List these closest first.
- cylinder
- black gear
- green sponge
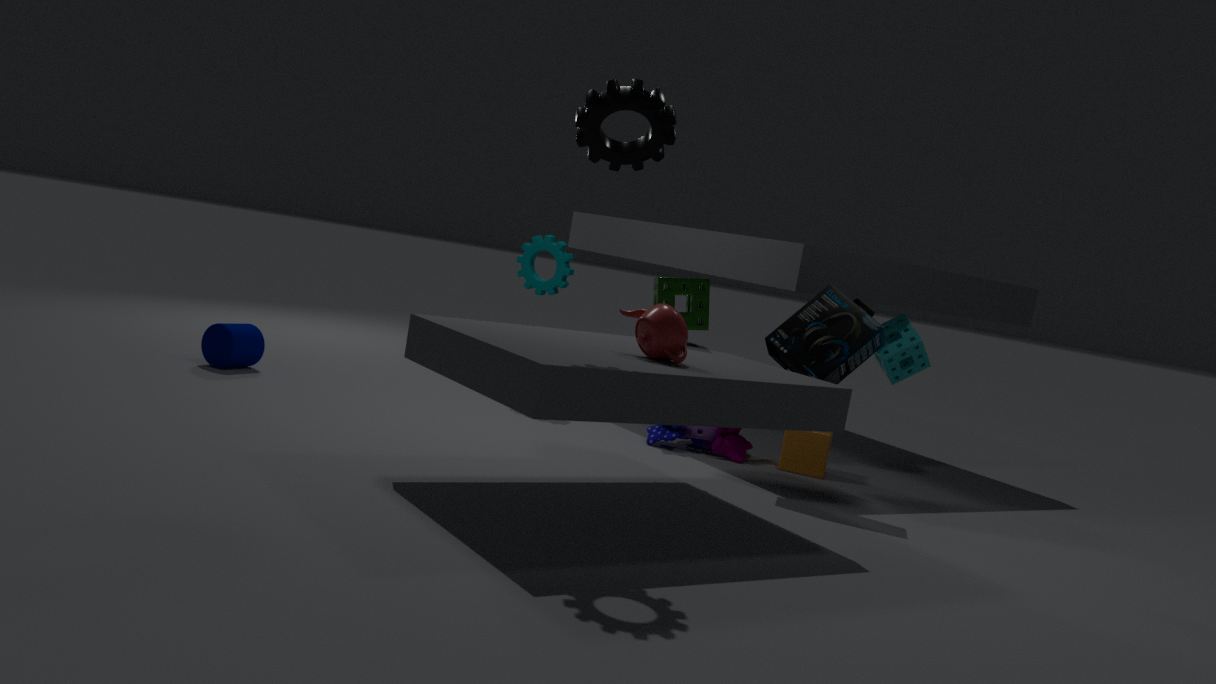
black gear, green sponge, cylinder
